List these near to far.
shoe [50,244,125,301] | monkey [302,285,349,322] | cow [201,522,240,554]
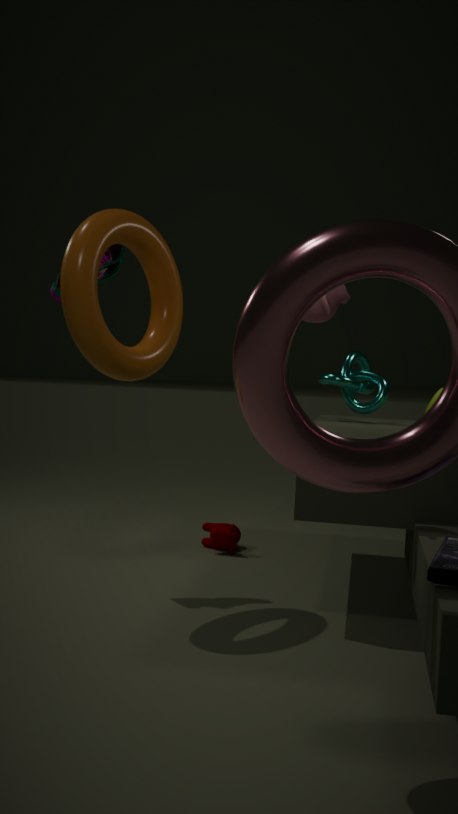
1. monkey [302,285,349,322]
2. shoe [50,244,125,301]
3. cow [201,522,240,554]
